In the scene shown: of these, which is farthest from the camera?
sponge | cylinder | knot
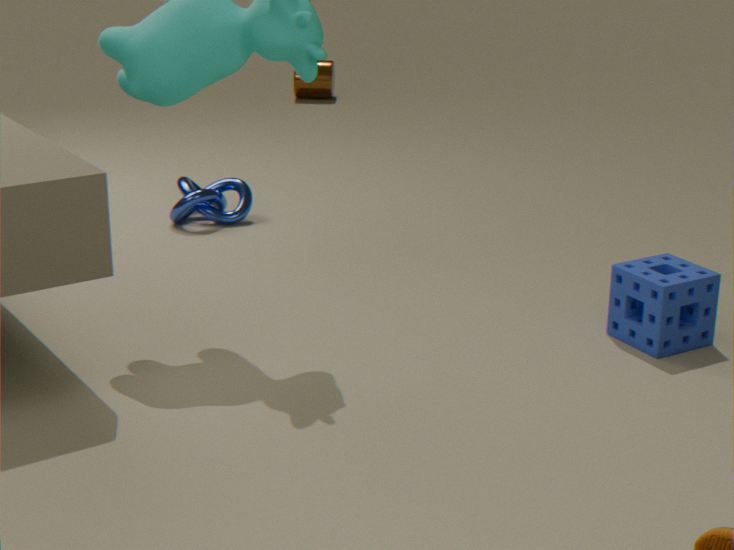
cylinder
